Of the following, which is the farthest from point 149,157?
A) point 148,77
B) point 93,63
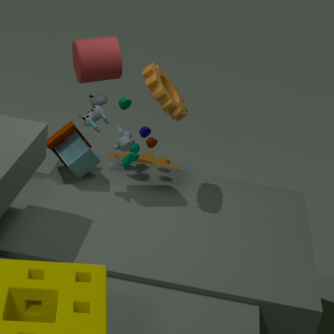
point 93,63
